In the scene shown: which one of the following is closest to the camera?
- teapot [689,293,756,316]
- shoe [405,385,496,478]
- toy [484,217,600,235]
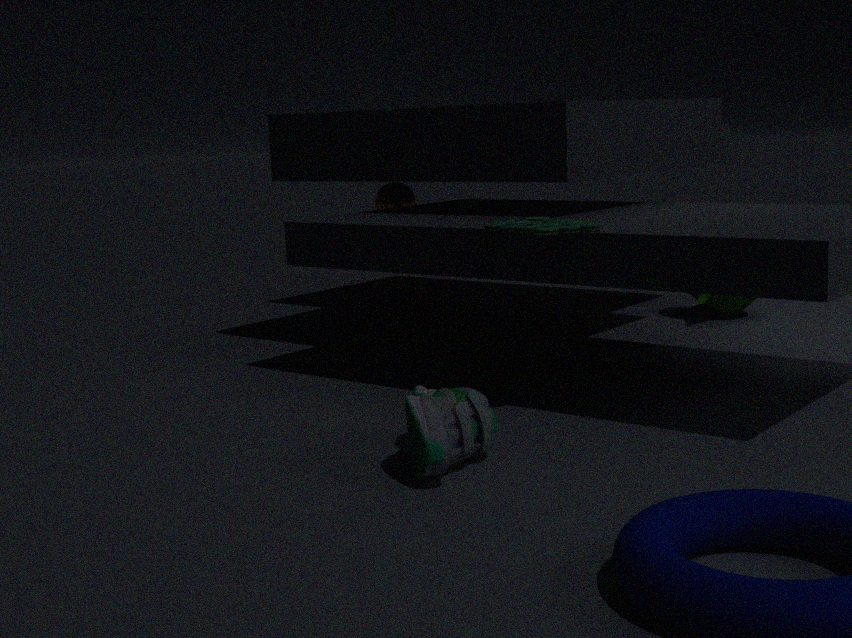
shoe [405,385,496,478]
